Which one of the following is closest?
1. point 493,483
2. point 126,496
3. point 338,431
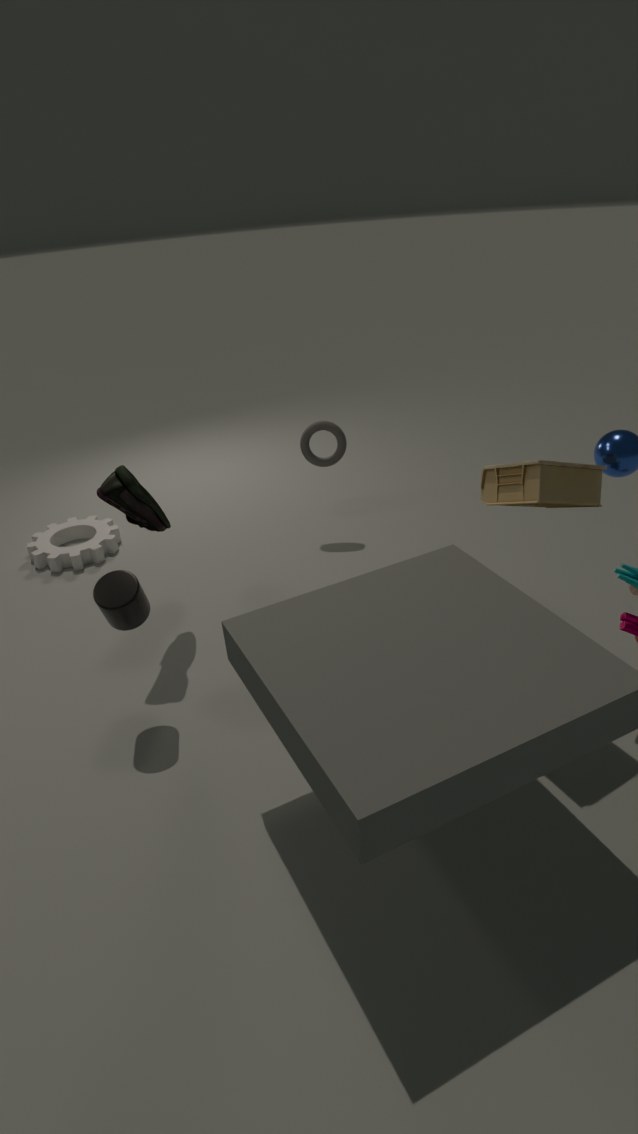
Answer: point 493,483
